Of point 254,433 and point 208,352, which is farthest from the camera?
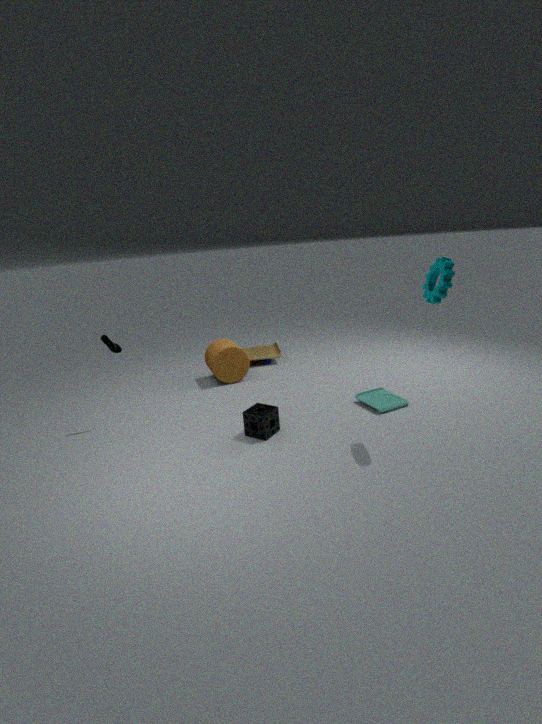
point 208,352
